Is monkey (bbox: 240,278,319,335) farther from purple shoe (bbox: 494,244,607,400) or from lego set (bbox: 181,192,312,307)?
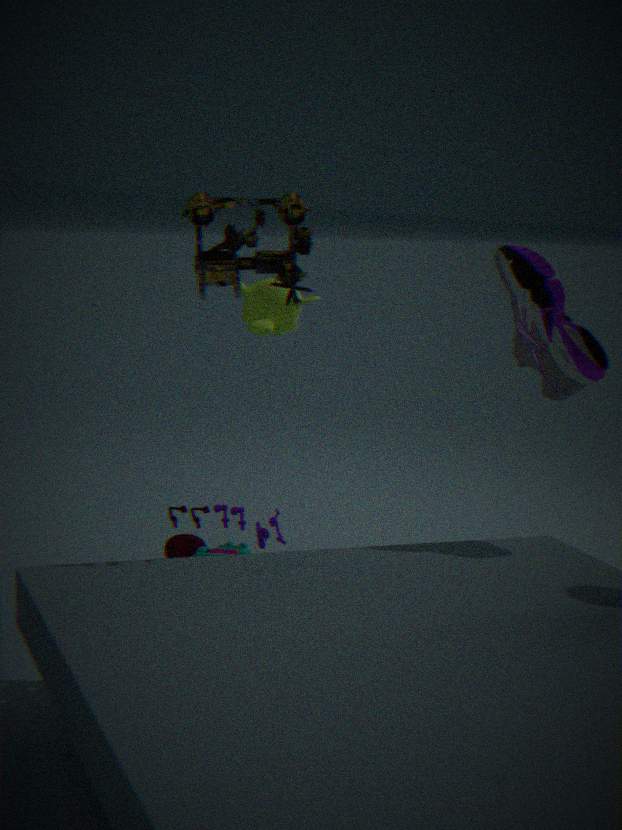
purple shoe (bbox: 494,244,607,400)
